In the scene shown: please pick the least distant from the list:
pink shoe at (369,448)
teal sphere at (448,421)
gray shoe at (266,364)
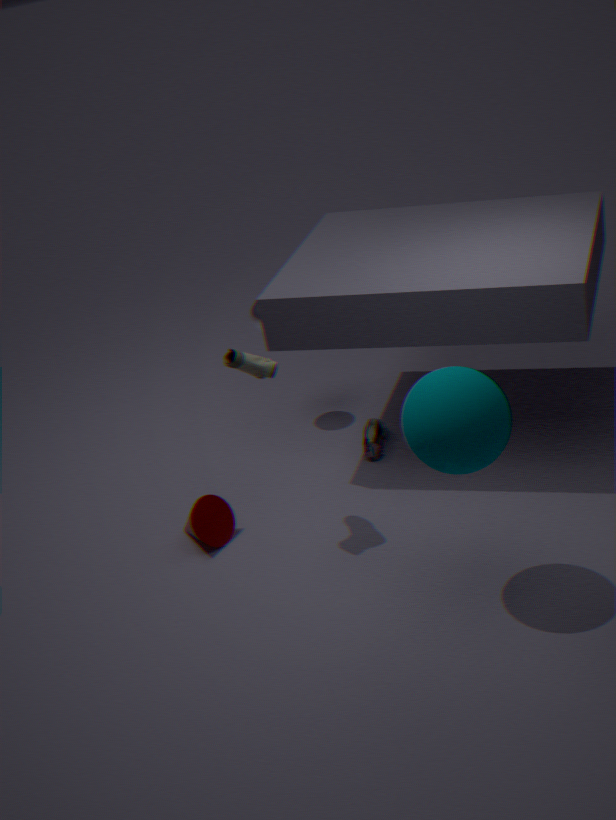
teal sphere at (448,421)
